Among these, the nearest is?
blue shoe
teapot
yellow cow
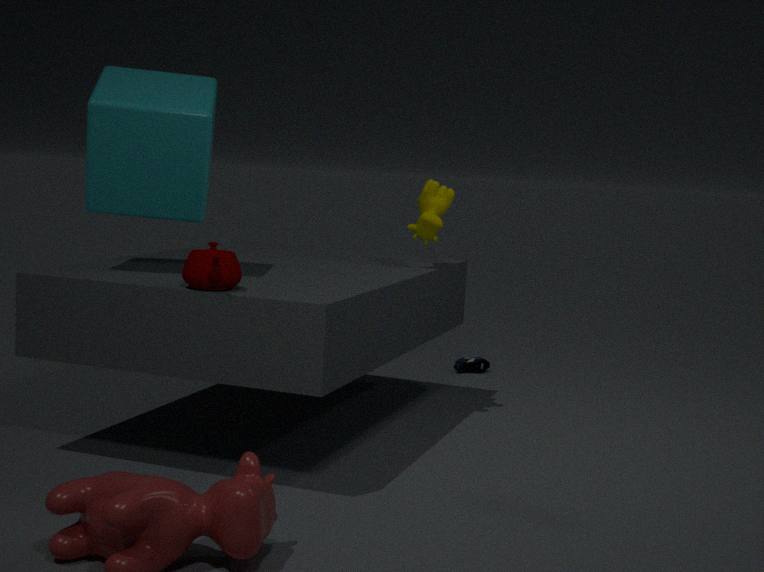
teapot
